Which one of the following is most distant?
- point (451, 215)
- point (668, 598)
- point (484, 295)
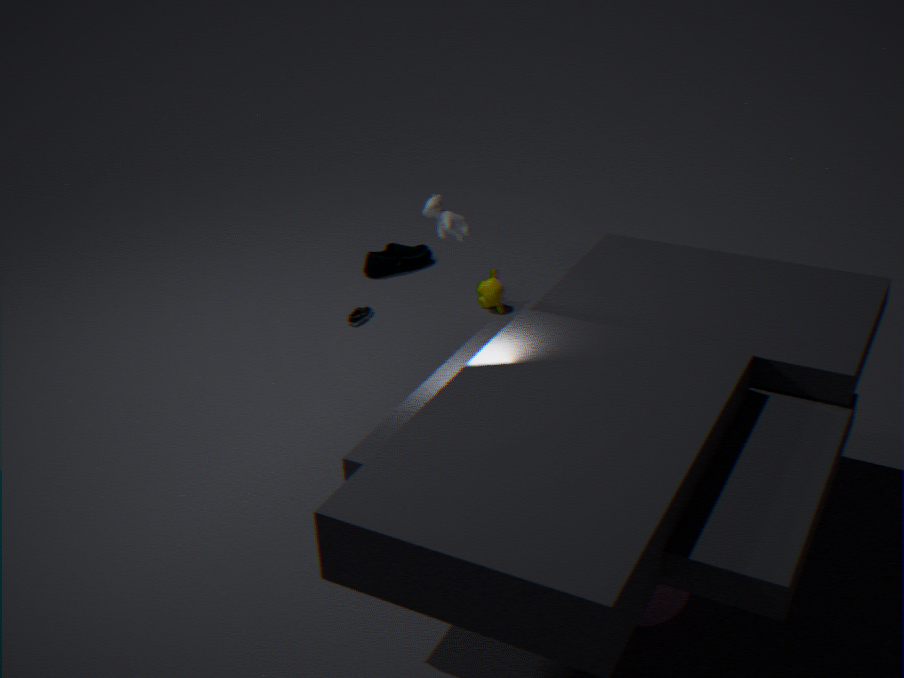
point (484, 295)
